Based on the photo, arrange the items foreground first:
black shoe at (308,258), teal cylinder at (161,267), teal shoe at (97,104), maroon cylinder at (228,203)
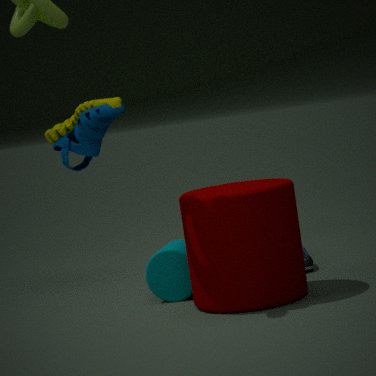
maroon cylinder at (228,203)
teal cylinder at (161,267)
black shoe at (308,258)
teal shoe at (97,104)
